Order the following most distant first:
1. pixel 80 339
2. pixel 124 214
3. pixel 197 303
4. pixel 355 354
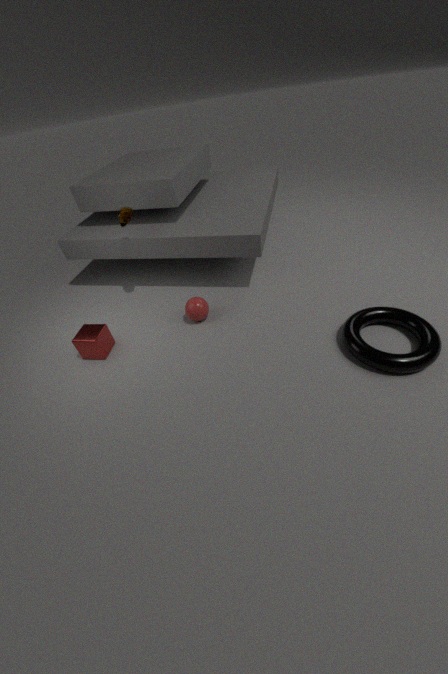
pixel 197 303 → pixel 124 214 → pixel 80 339 → pixel 355 354
